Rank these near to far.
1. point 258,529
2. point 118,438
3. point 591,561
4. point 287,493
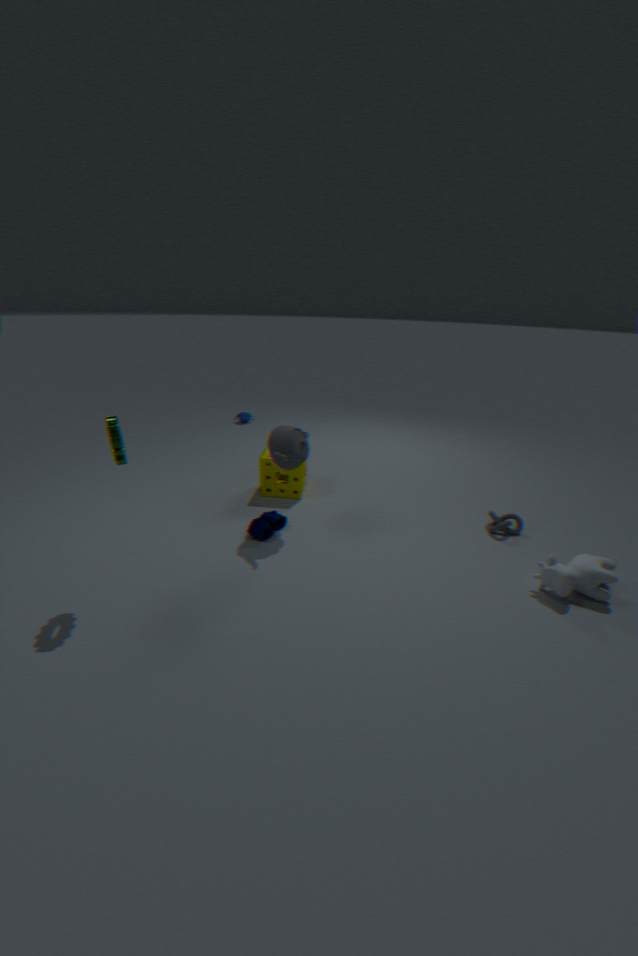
point 118,438
point 591,561
point 258,529
point 287,493
